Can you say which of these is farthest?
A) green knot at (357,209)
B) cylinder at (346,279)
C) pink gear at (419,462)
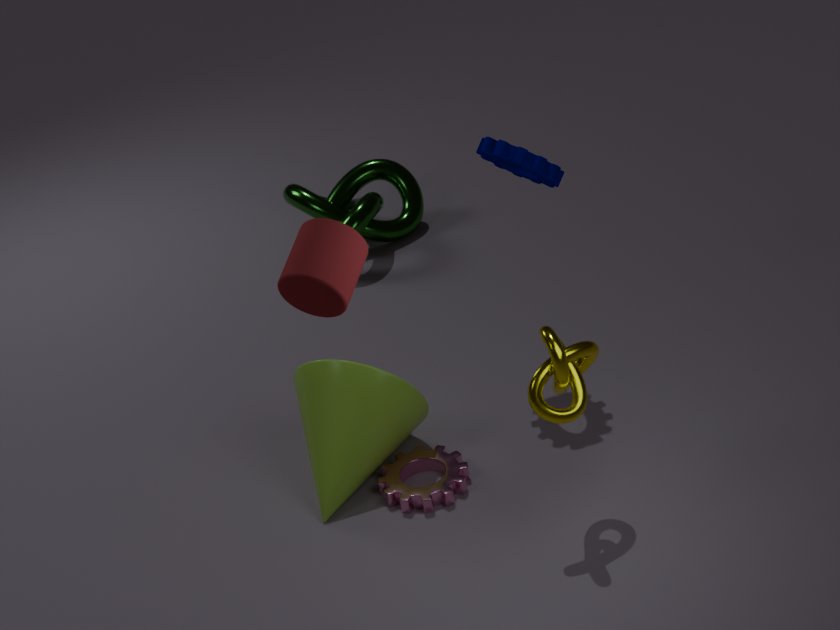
green knot at (357,209)
